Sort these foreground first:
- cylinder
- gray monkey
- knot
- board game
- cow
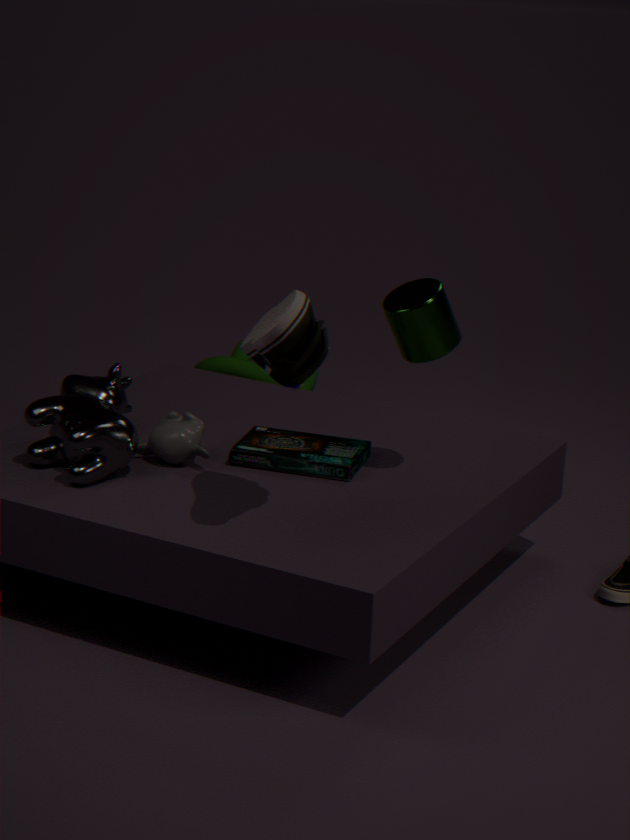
cylinder < cow < gray monkey < board game < knot
